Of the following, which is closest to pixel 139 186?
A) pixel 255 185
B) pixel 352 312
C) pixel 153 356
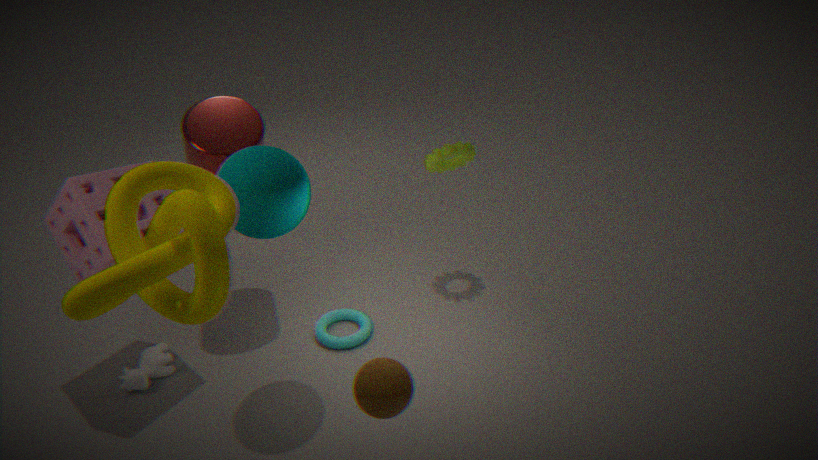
pixel 255 185
